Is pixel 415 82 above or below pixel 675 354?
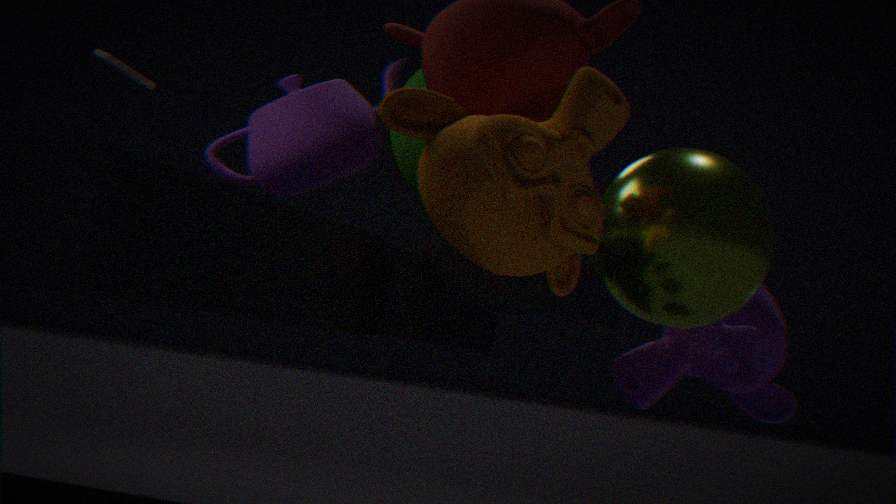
above
